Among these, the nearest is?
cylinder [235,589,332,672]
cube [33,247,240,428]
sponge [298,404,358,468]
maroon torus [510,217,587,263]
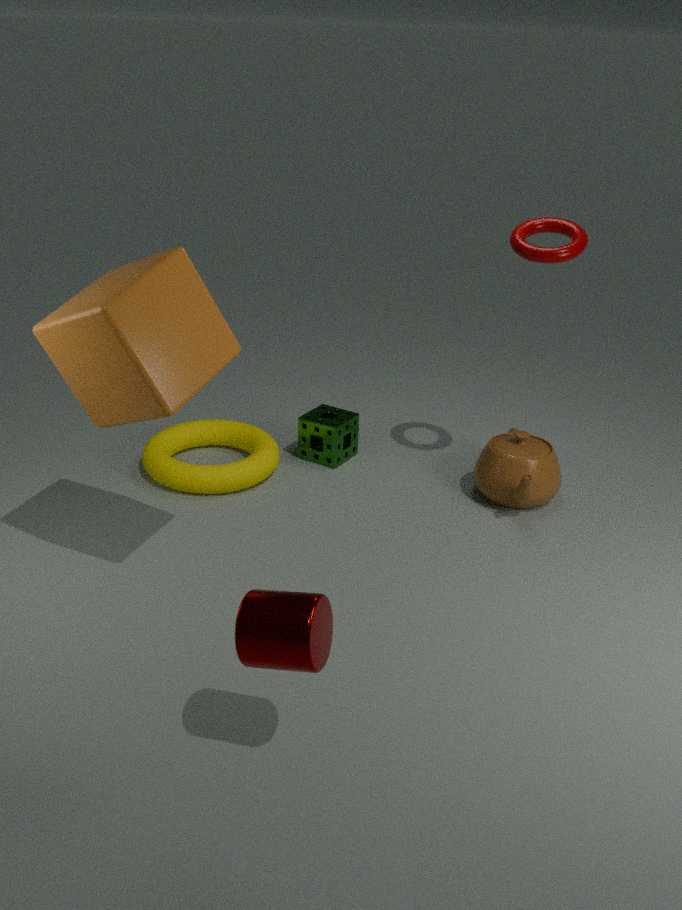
cylinder [235,589,332,672]
